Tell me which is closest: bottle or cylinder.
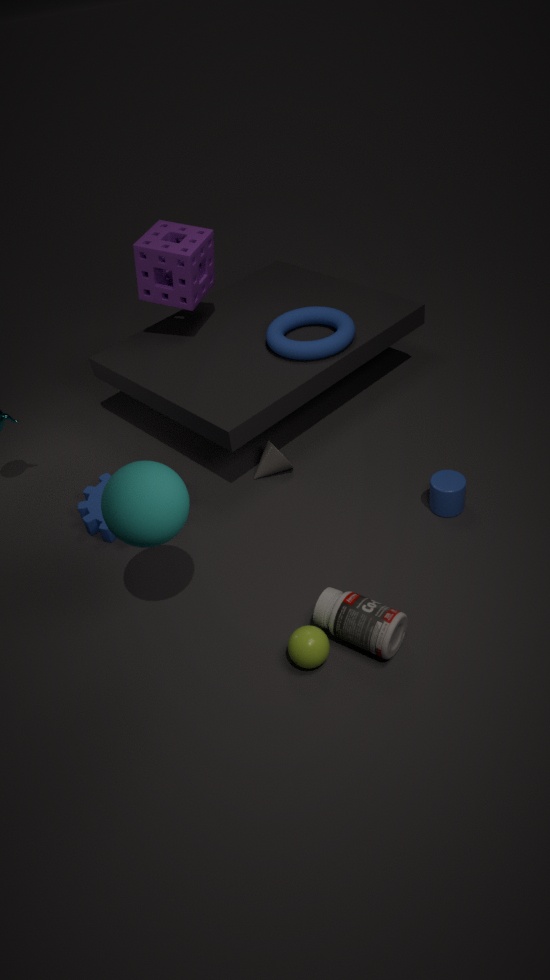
bottle
